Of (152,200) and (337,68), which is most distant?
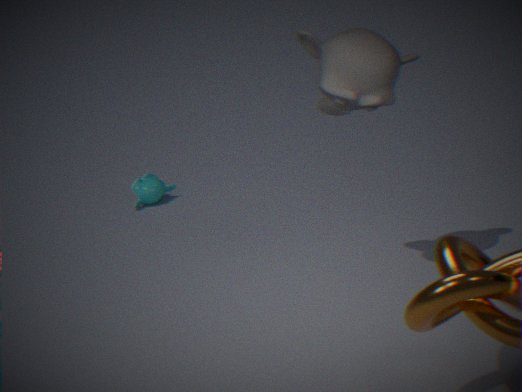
(152,200)
